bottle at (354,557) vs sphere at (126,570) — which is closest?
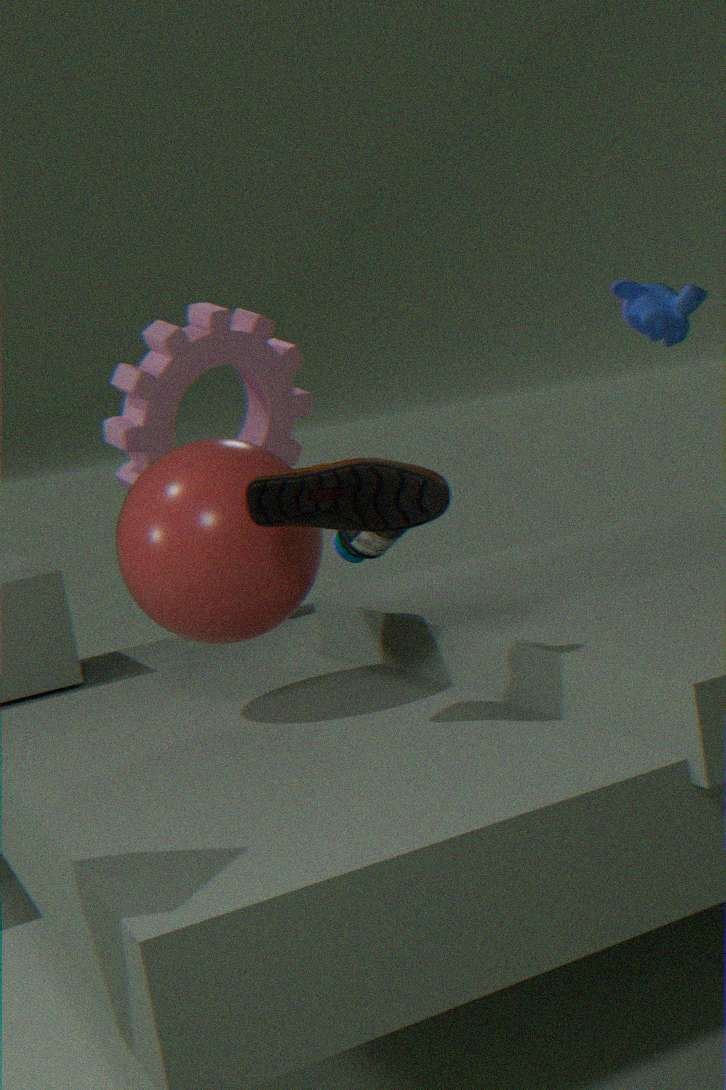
sphere at (126,570)
